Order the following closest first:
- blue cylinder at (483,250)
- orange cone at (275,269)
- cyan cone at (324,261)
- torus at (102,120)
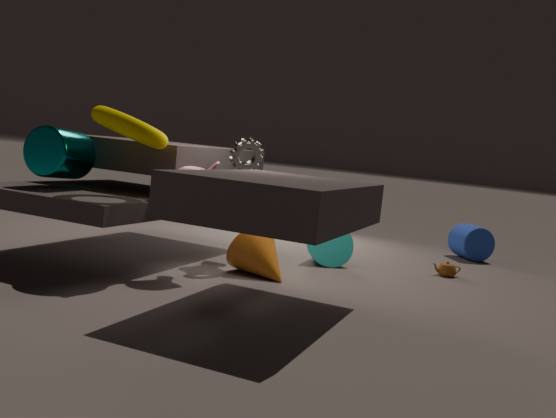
torus at (102,120)
orange cone at (275,269)
cyan cone at (324,261)
blue cylinder at (483,250)
